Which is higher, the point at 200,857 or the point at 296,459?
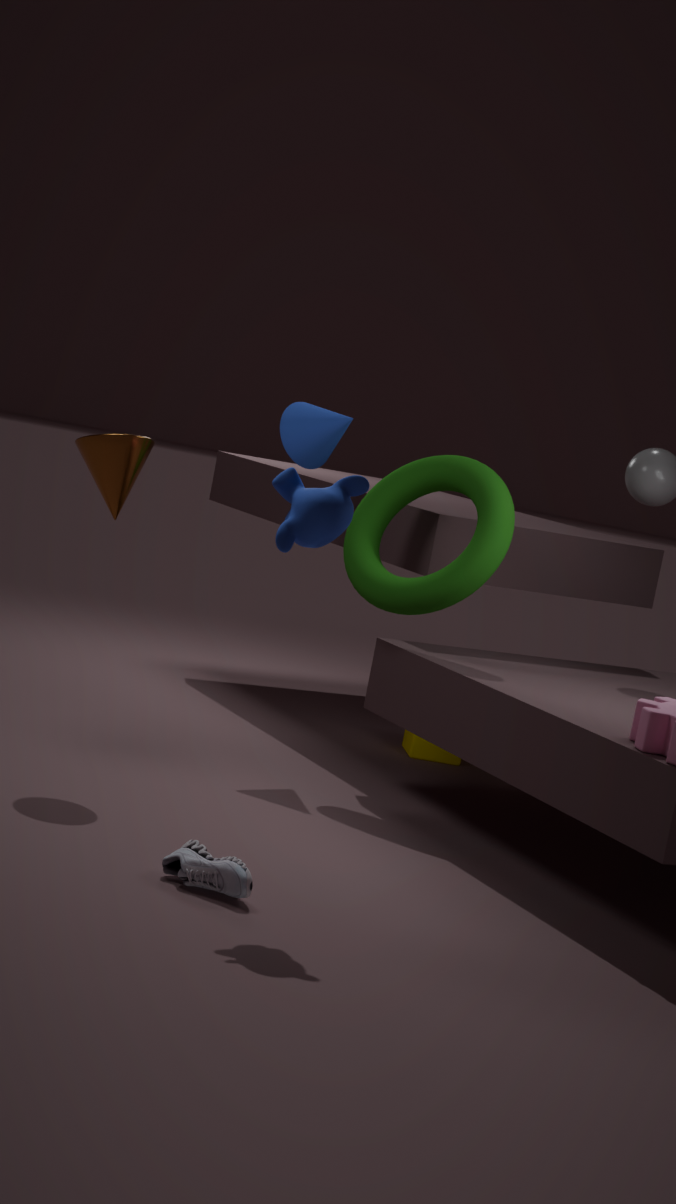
the point at 296,459
